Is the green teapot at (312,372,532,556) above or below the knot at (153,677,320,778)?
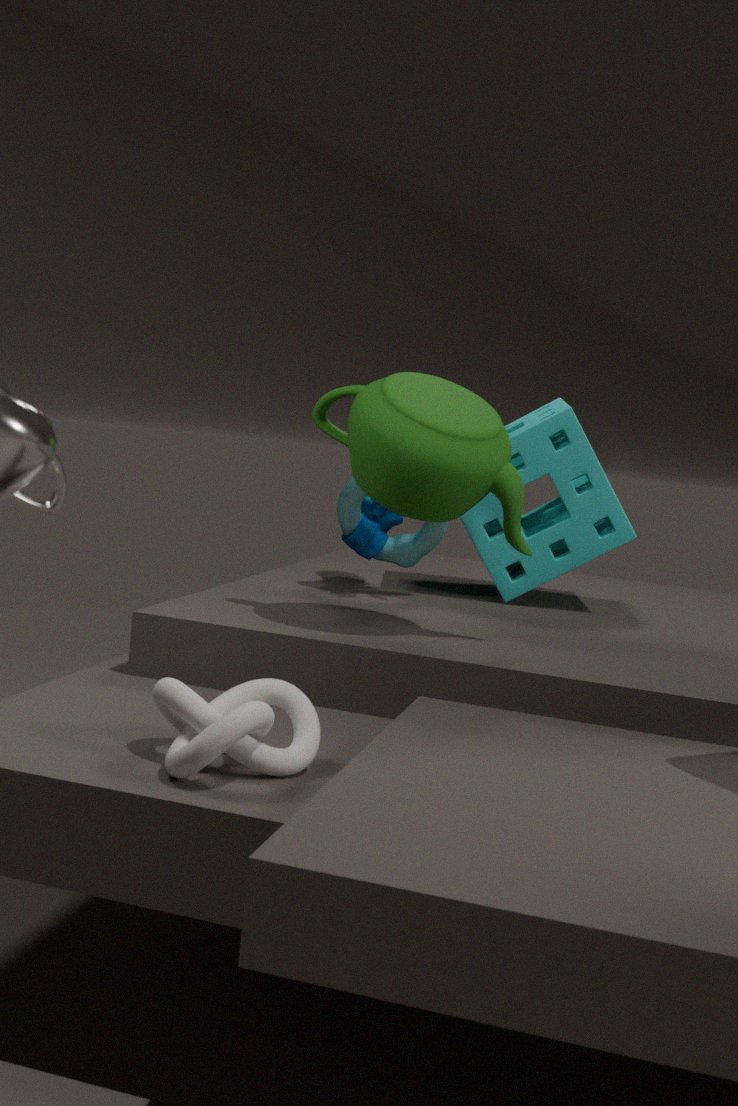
above
